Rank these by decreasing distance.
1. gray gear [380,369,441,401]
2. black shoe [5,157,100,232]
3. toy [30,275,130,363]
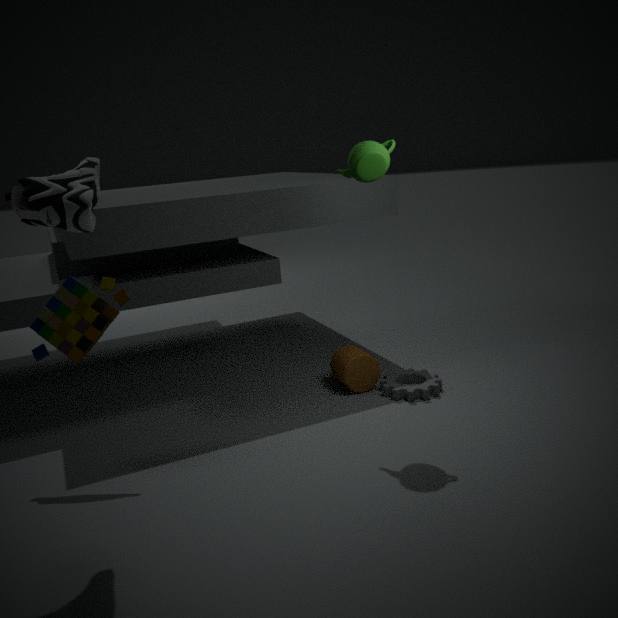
gray gear [380,369,441,401], toy [30,275,130,363], black shoe [5,157,100,232]
